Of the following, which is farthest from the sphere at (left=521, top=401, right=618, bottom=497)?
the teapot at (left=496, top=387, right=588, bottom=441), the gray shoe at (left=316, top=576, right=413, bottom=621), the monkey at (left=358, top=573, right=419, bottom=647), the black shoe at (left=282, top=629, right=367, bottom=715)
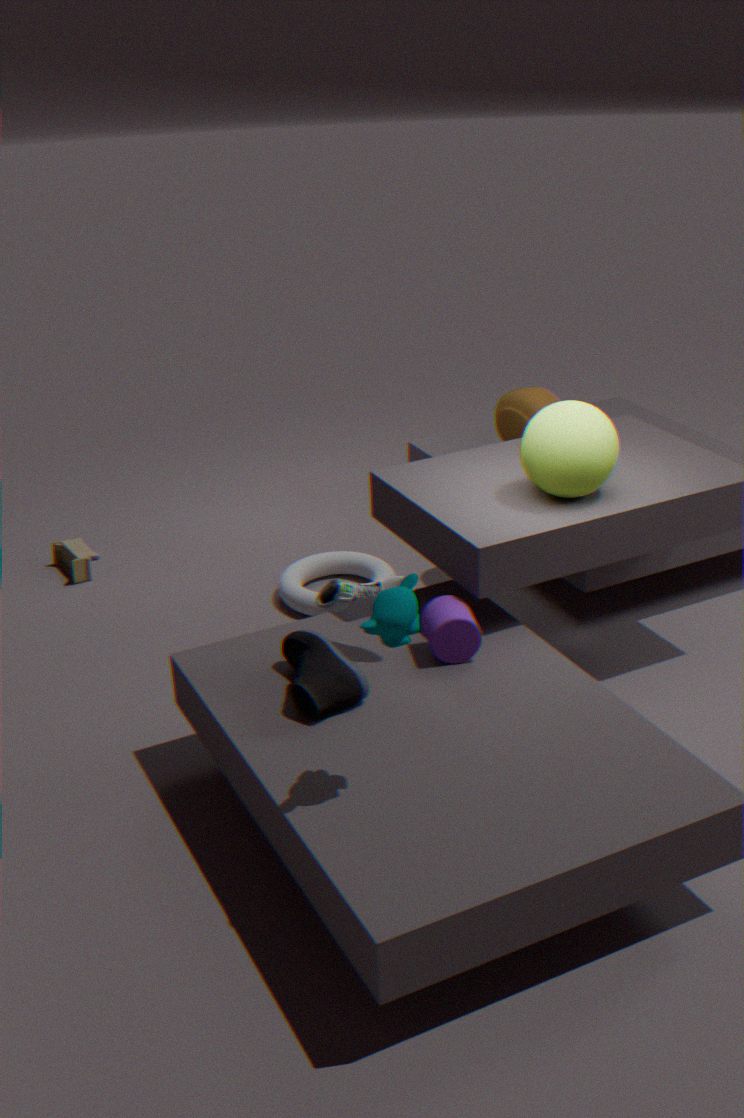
the monkey at (left=358, top=573, right=419, bottom=647)
